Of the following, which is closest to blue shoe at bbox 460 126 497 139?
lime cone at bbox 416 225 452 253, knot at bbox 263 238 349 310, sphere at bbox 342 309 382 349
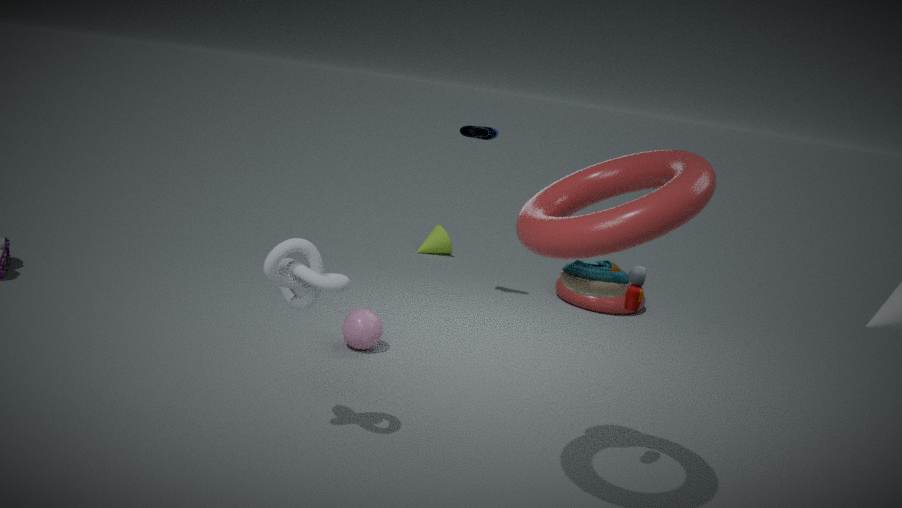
sphere at bbox 342 309 382 349
